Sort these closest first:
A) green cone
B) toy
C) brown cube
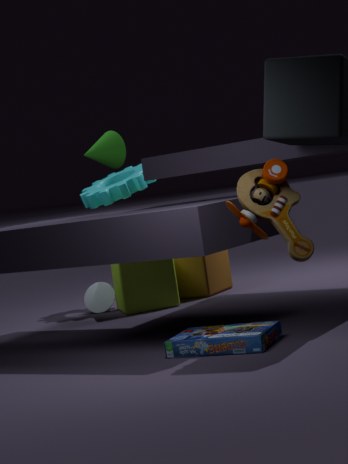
toy
green cone
brown cube
